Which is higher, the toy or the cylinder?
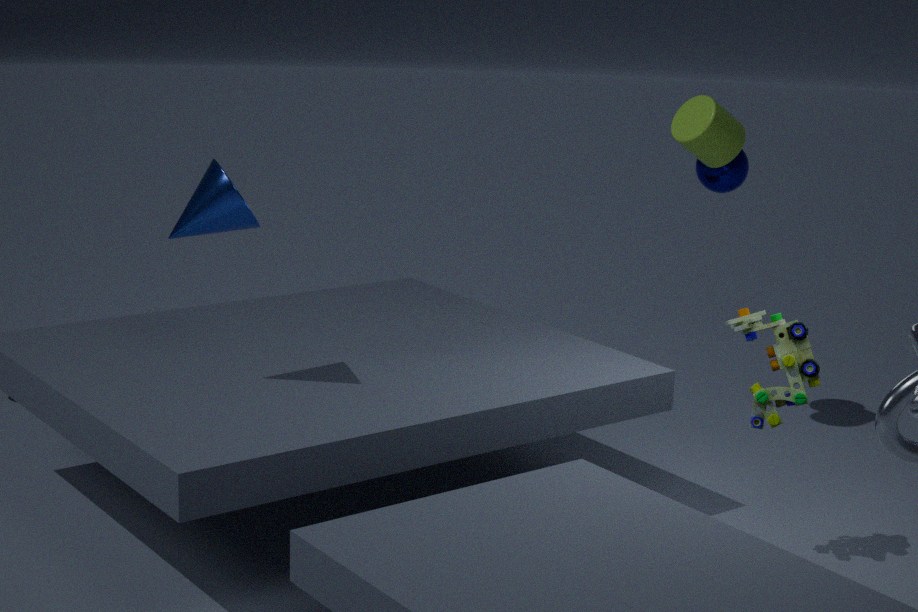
the cylinder
